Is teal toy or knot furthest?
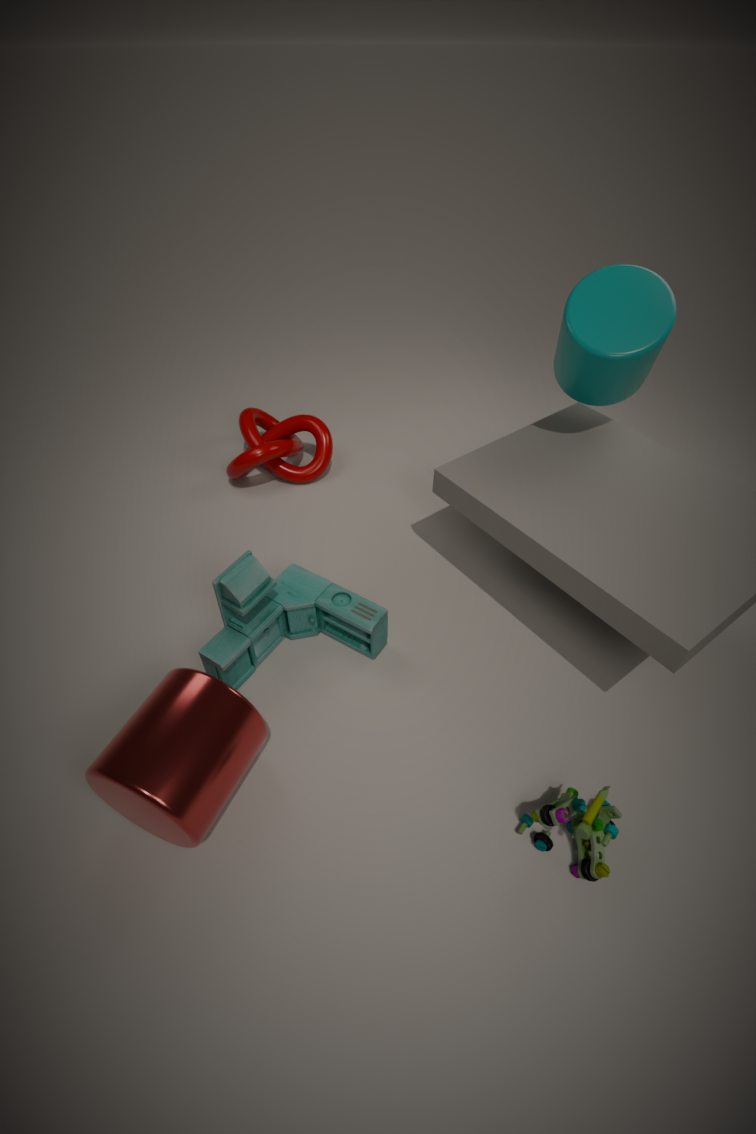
knot
